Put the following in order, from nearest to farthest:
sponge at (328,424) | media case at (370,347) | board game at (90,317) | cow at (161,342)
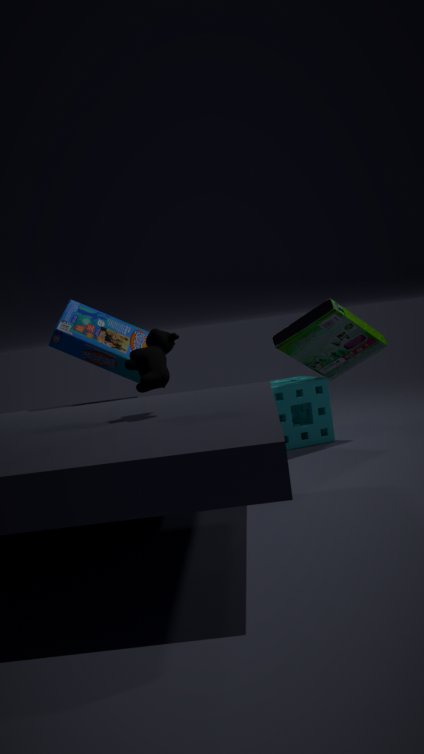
cow at (161,342) < board game at (90,317) < media case at (370,347) < sponge at (328,424)
